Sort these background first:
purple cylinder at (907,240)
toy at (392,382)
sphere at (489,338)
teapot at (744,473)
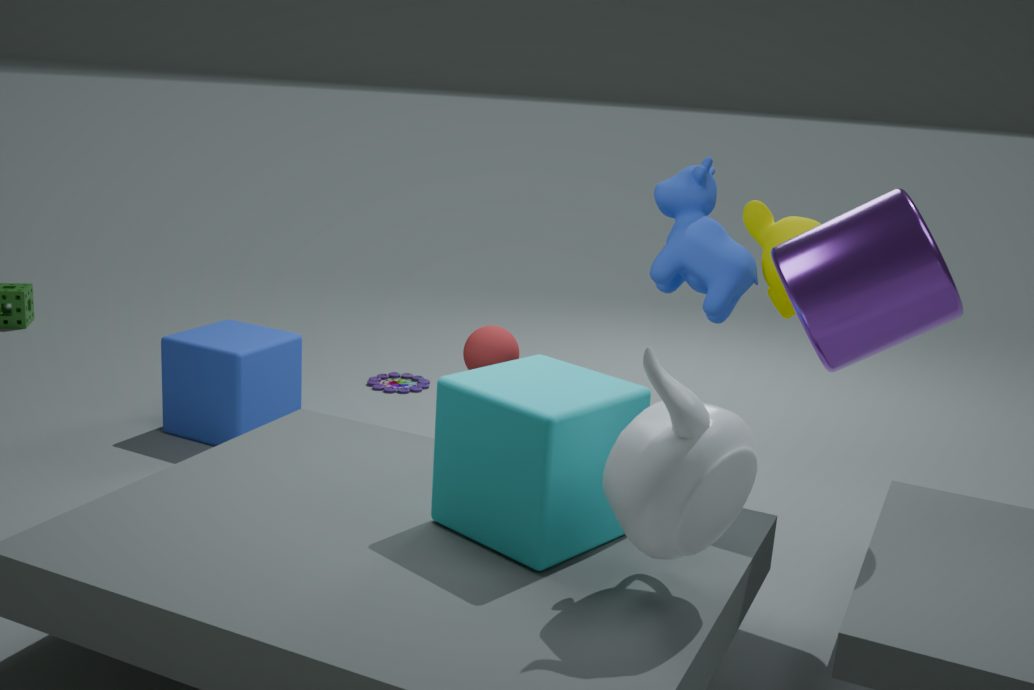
1. toy at (392,382)
2. sphere at (489,338)
3. purple cylinder at (907,240)
4. teapot at (744,473)
